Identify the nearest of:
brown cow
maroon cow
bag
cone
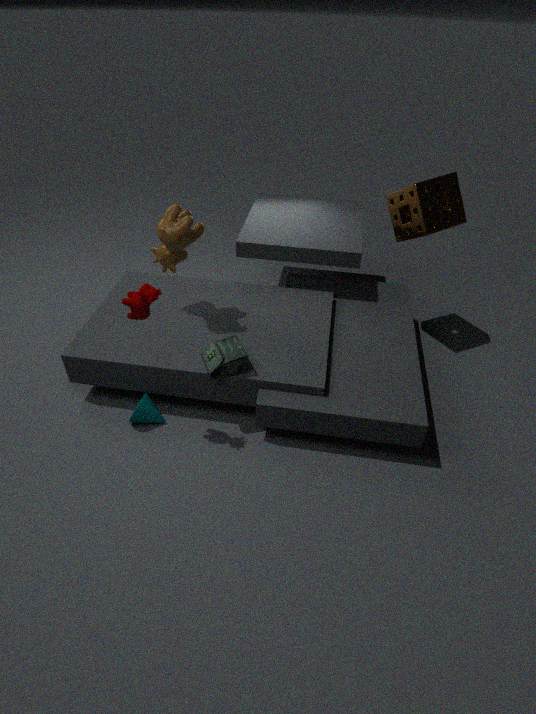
maroon cow
